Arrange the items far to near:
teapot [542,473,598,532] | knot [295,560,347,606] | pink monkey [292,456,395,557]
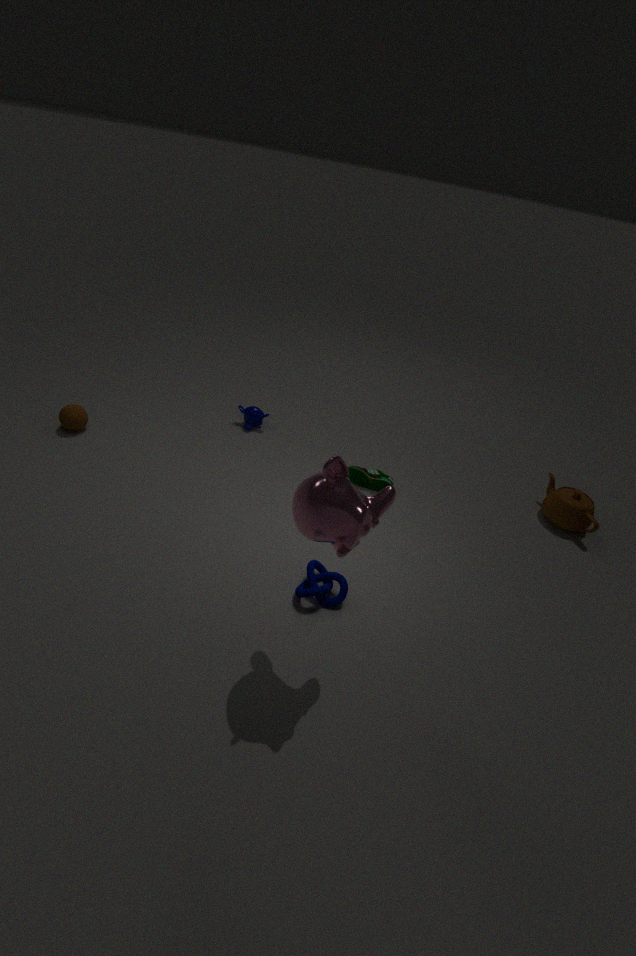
teapot [542,473,598,532]
knot [295,560,347,606]
pink monkey [292,456,395,557]
